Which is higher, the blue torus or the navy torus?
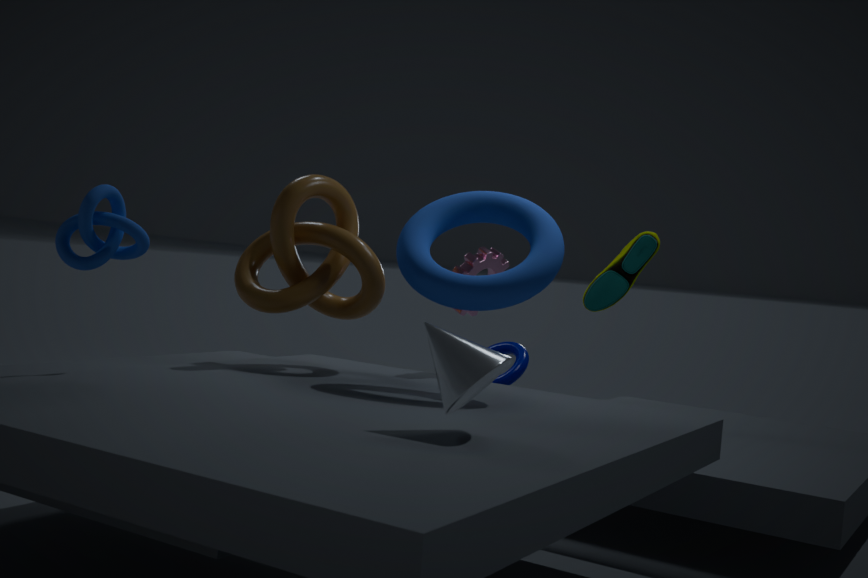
the blue torus
